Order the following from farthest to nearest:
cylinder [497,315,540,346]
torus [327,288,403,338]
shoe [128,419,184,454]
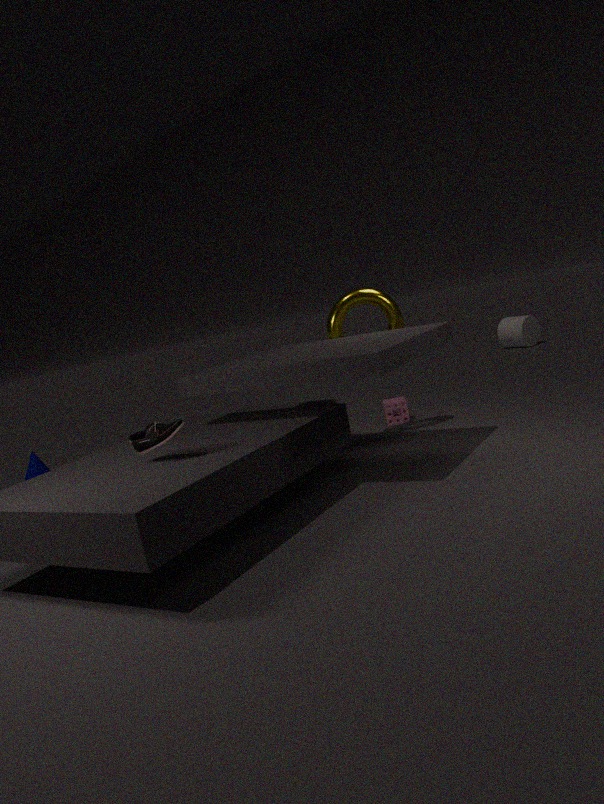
cylinder [497,315,540,346] < torus [327,288,403,338] < shoe [128,419,184,454]
